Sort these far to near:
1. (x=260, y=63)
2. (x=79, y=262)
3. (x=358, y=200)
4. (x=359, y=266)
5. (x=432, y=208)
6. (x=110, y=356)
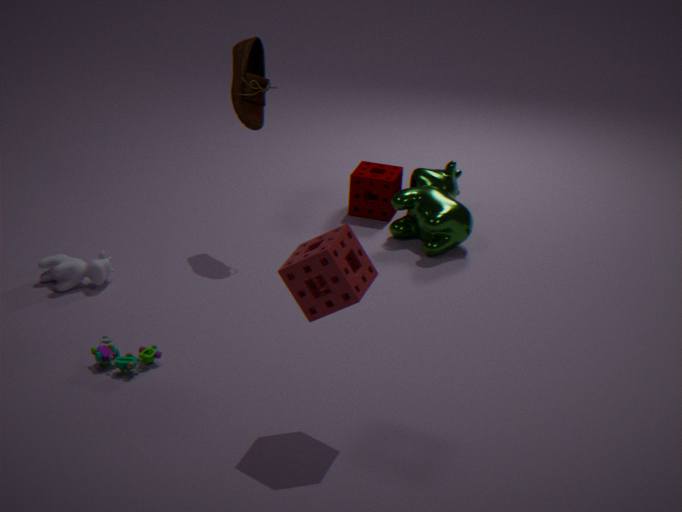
(x=358, y=200) → (x=432, y=208) → (x=260, y=63) → (x=79, y=262) → (x=110, y=356) → (x=359, y=266)
